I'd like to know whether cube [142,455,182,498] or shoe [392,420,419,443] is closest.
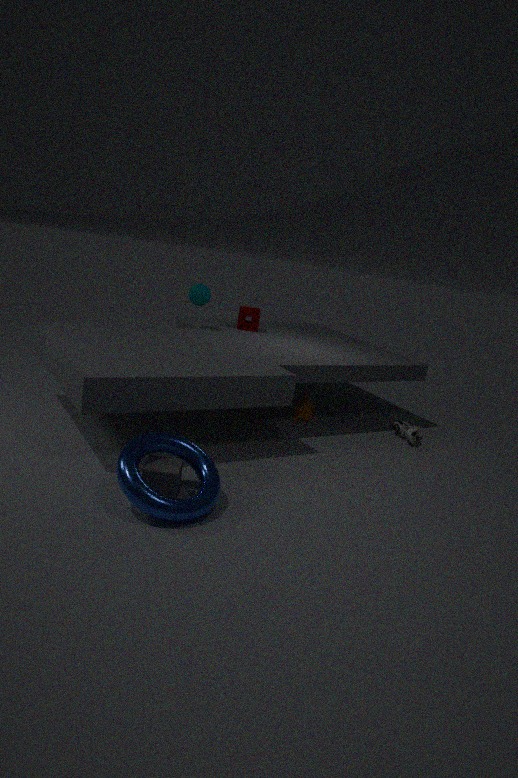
cube [142,455,182,498]
